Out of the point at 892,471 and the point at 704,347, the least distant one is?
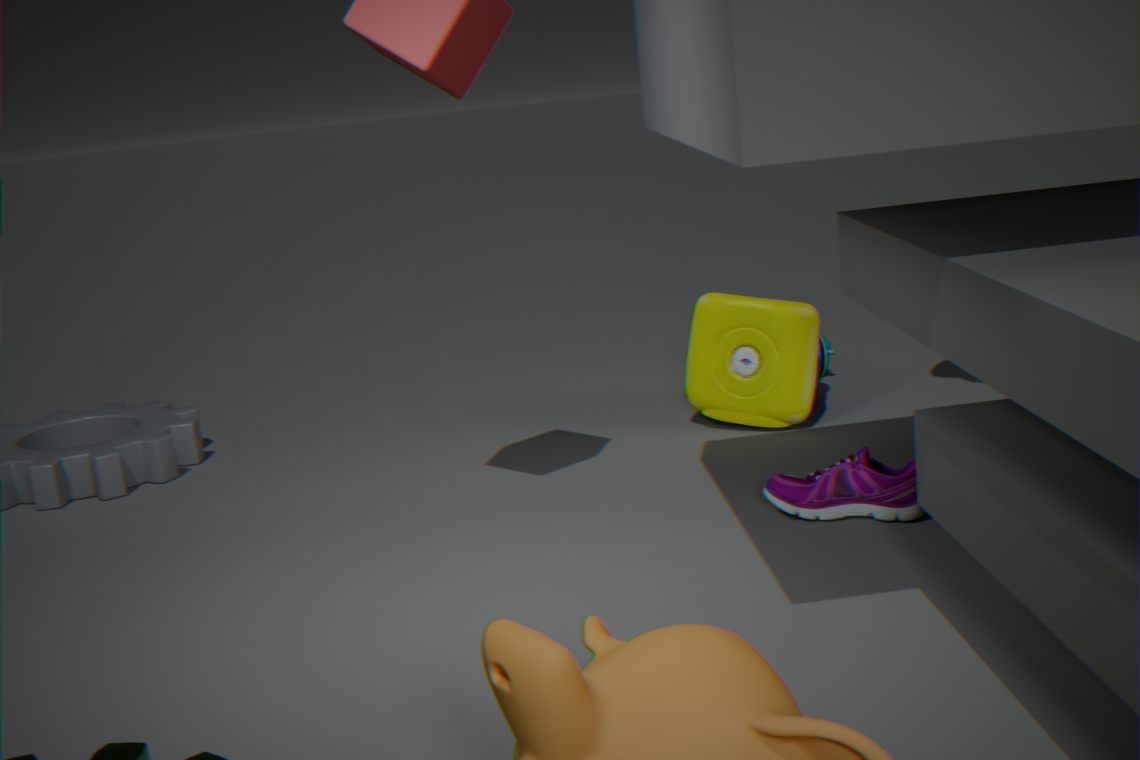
the point at 892,471
